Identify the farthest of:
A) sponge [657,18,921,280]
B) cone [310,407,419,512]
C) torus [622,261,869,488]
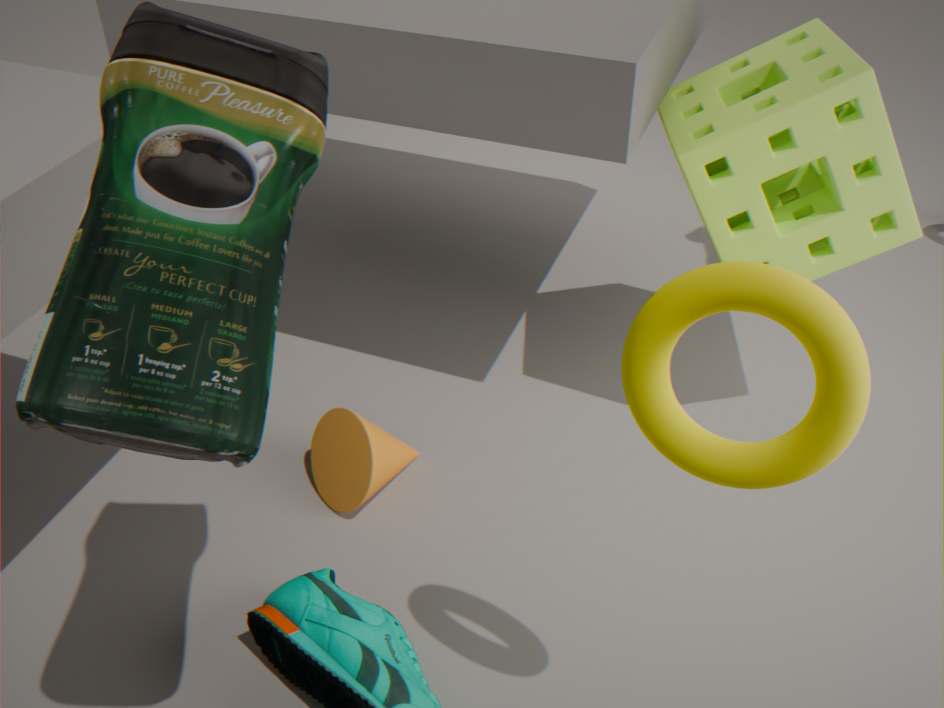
cone [310,407,419,512]
